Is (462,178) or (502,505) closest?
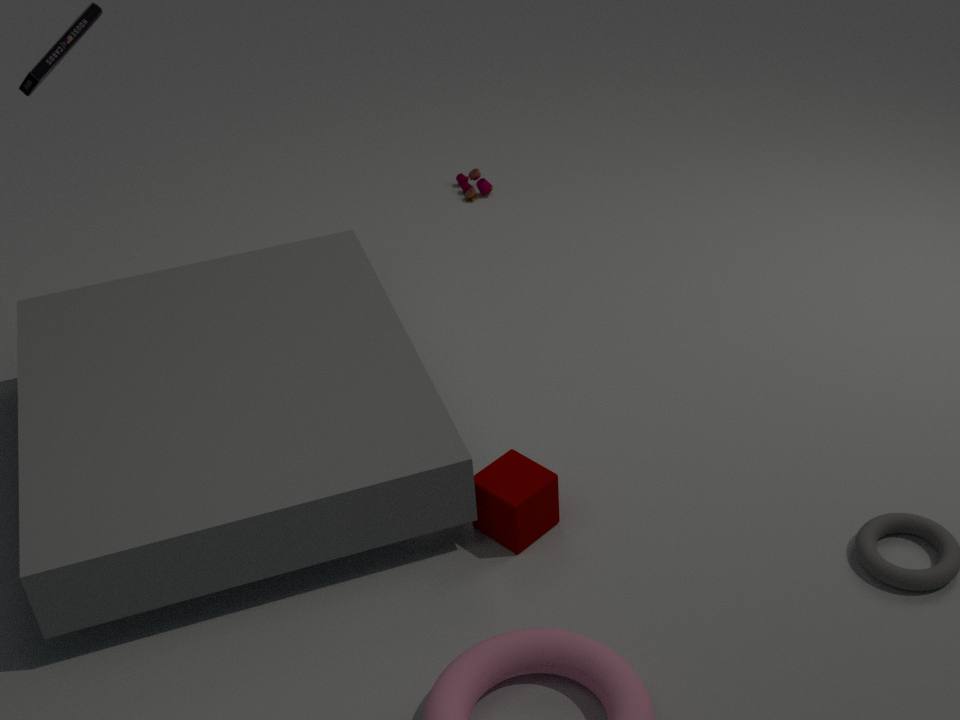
(502,505)
